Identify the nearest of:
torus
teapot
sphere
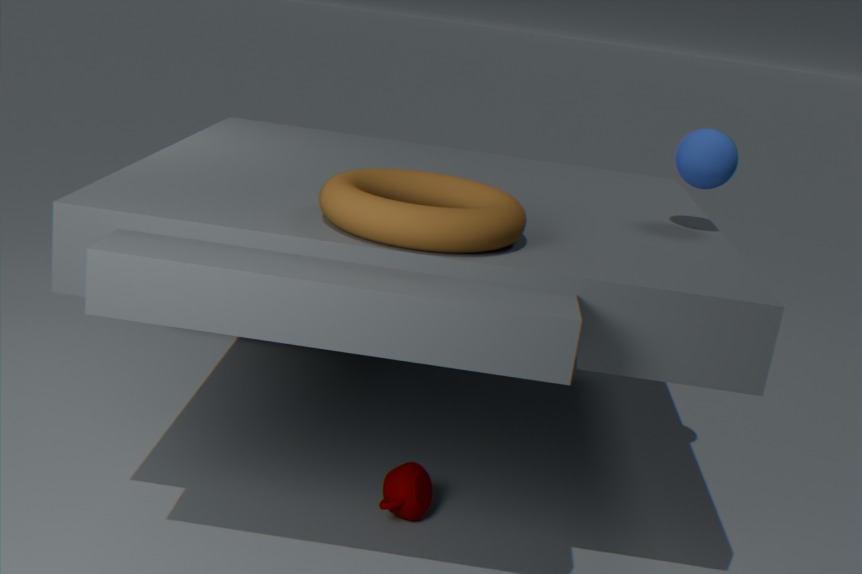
torus
